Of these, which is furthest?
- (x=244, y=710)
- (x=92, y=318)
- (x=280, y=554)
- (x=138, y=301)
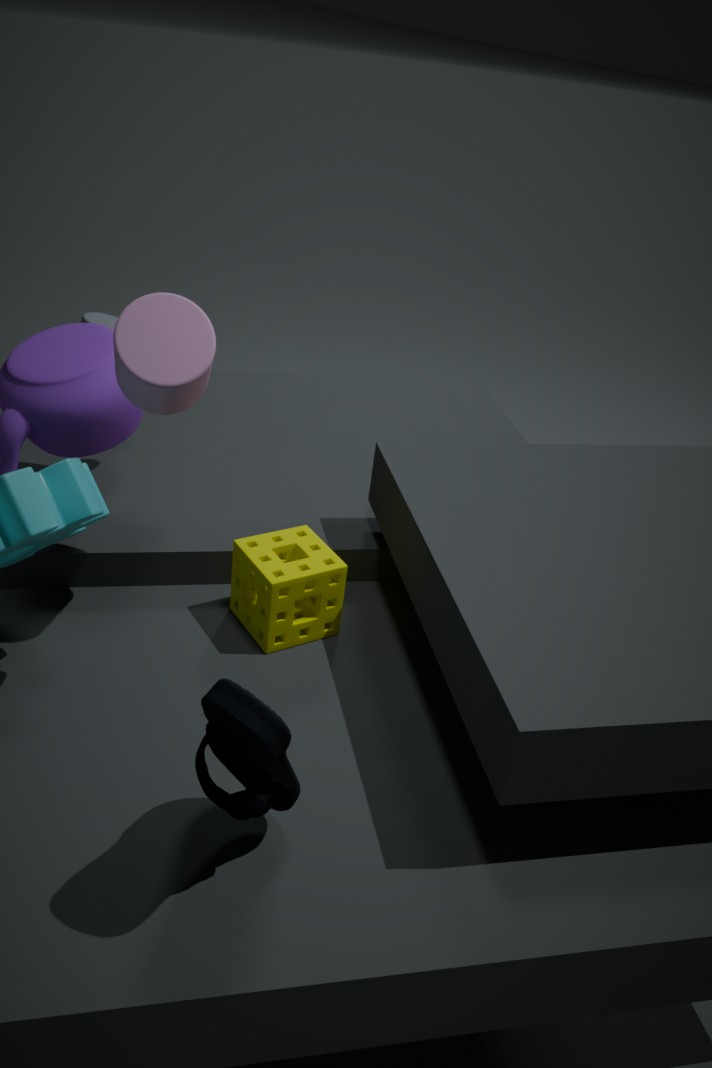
(x=92, y=318)
